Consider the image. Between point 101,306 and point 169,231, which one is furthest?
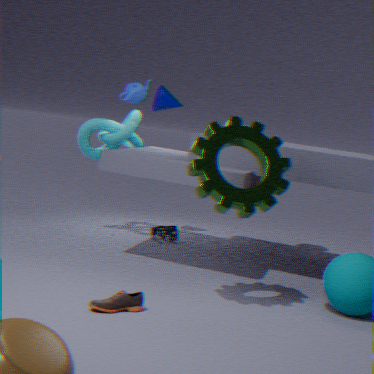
point 169,231
